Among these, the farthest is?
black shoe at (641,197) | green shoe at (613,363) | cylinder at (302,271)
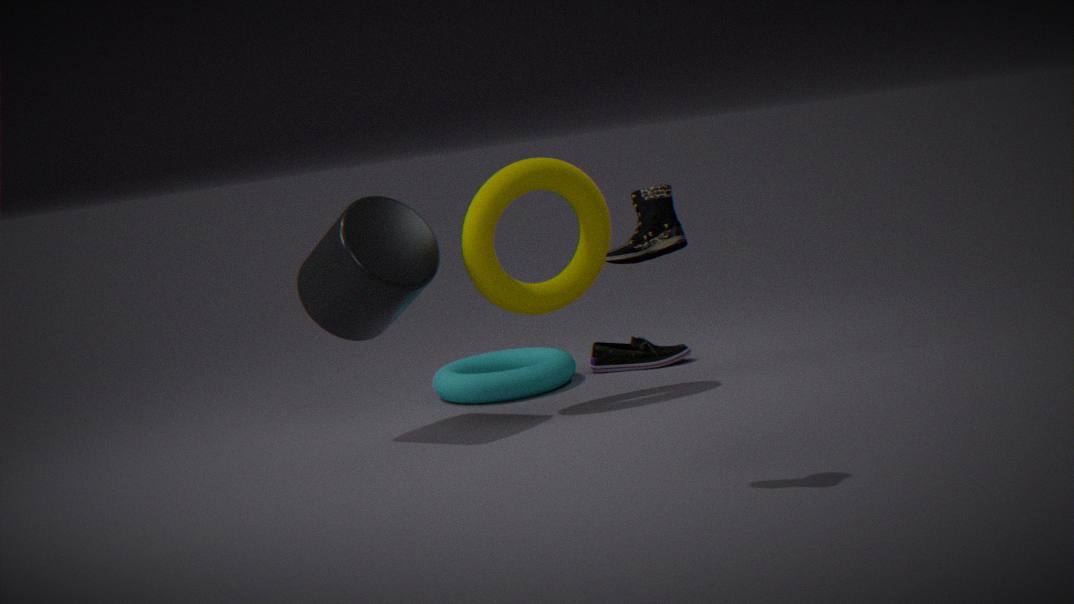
green shoe at (613,363)
